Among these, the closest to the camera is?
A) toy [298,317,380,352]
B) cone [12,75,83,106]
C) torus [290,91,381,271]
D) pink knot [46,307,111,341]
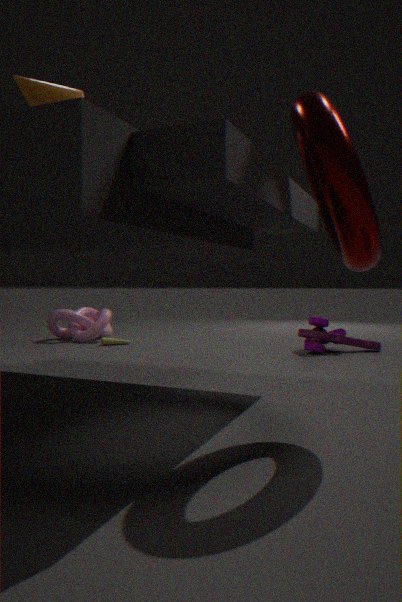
torus [290,91,381,271]
